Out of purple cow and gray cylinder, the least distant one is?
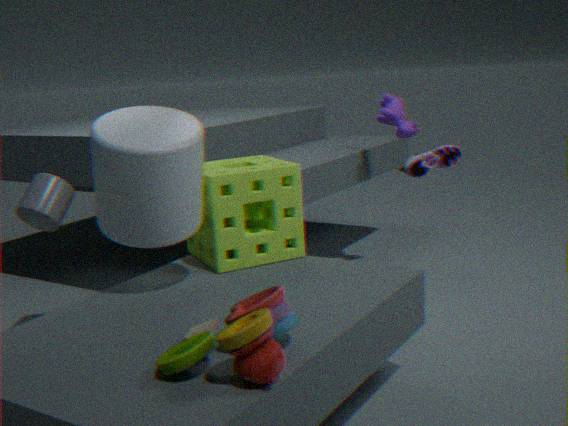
gray cylinder
